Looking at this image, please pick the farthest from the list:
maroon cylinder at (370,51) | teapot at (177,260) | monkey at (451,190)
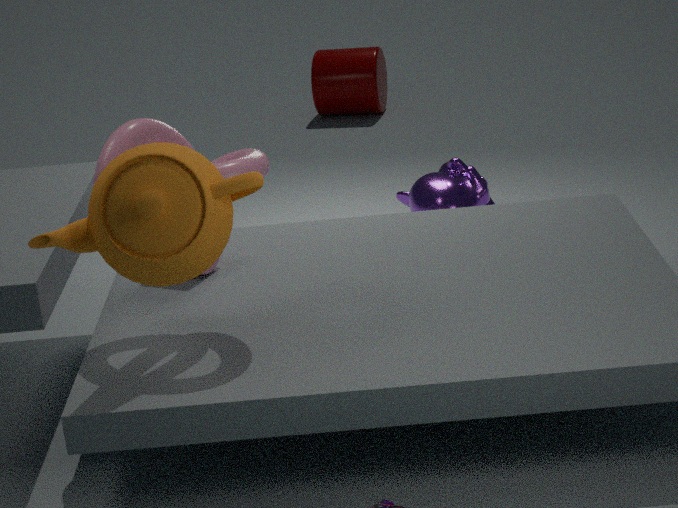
maroon cylinder at (370,51)
